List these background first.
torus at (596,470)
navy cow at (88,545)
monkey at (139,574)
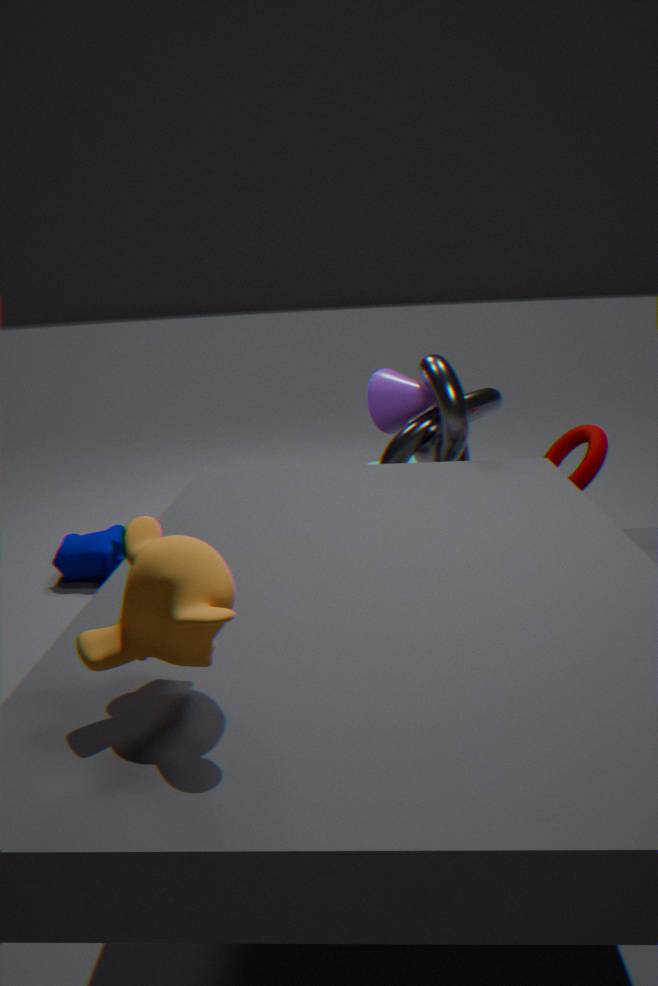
navy cow at (88,545)
torus at (596,470)
monkey at (139,574)
